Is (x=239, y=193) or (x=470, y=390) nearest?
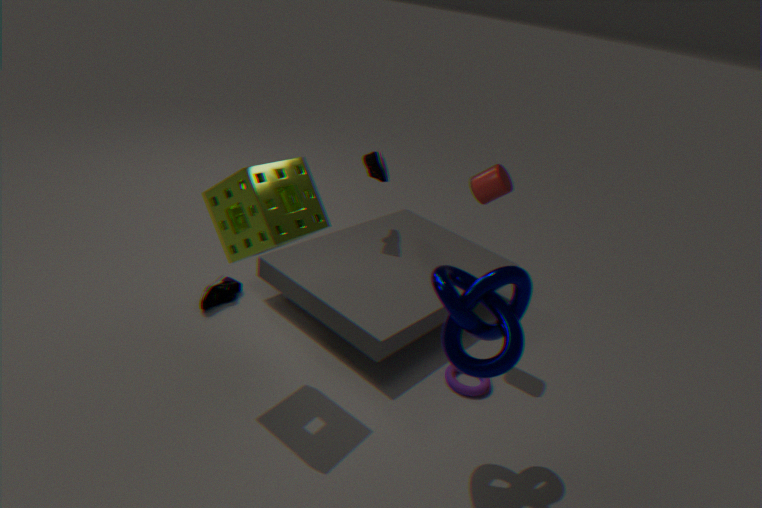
(x=239, y=193)
